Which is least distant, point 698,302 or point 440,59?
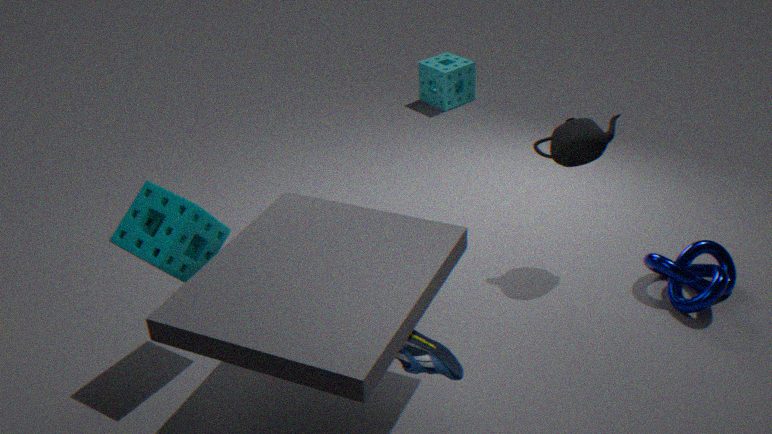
point 698,302
